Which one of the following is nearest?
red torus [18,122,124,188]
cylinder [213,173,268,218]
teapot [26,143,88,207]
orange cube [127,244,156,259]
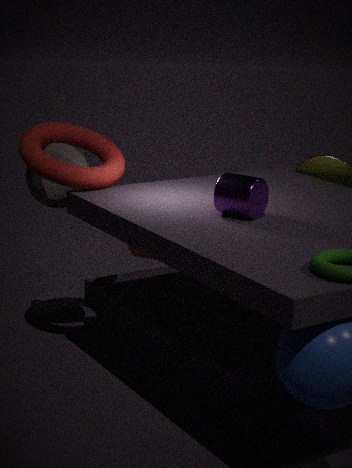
cylinder [213,173,268,218]
